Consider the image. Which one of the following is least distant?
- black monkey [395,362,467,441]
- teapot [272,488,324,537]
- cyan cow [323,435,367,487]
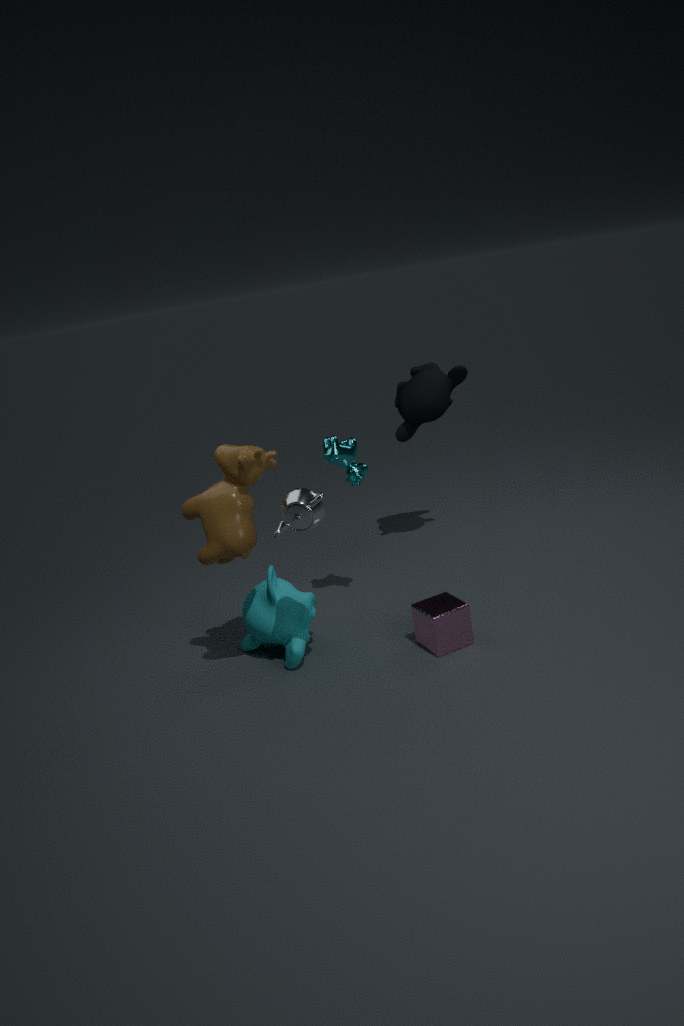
teapot [272,488,324,537]
